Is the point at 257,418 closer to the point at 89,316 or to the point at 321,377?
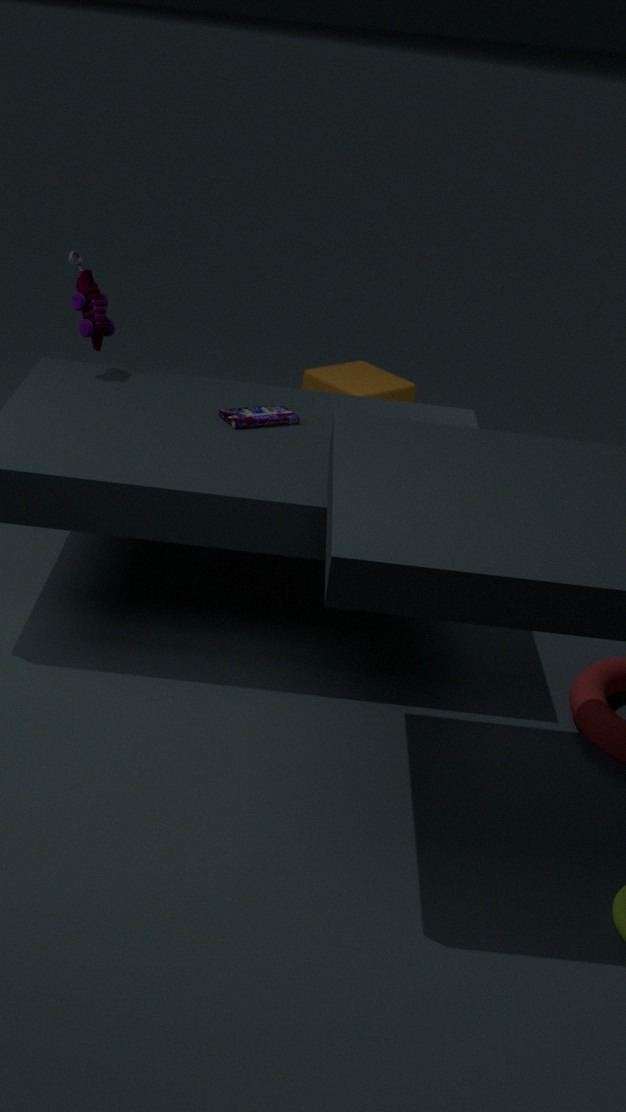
the point at 89,316
